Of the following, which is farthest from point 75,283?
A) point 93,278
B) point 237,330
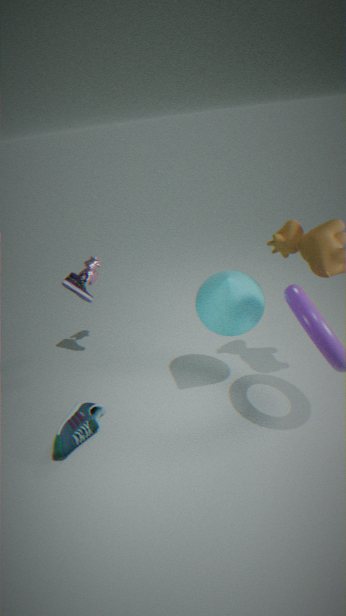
point 237,330
